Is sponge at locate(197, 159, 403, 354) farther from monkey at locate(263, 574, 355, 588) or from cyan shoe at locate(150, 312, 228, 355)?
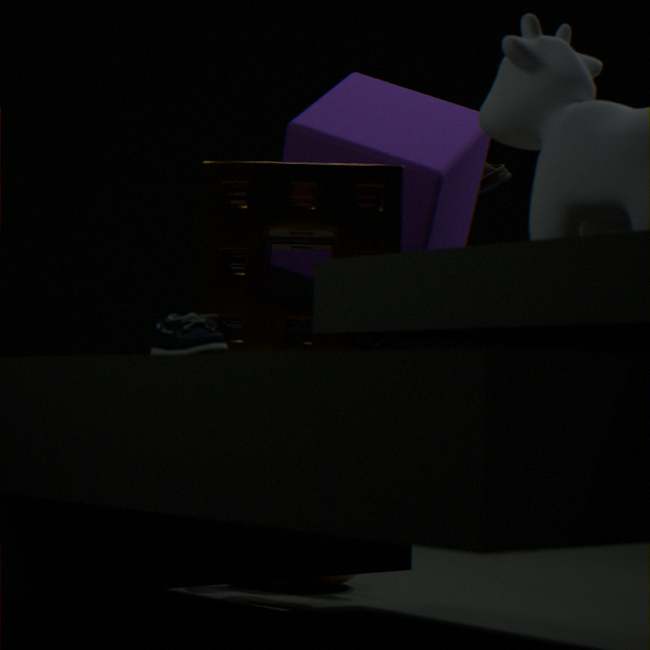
monkey at locate(263, 574, 355, 588)
